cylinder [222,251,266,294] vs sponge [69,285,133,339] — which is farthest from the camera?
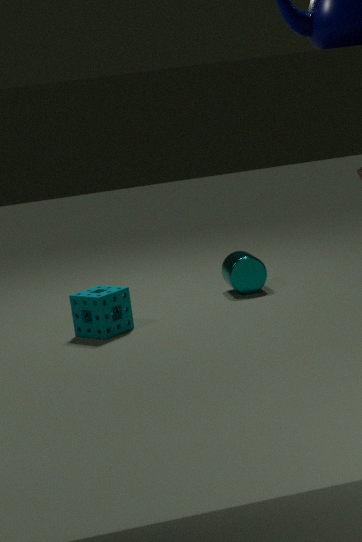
cylinder [222,251,266,294]
